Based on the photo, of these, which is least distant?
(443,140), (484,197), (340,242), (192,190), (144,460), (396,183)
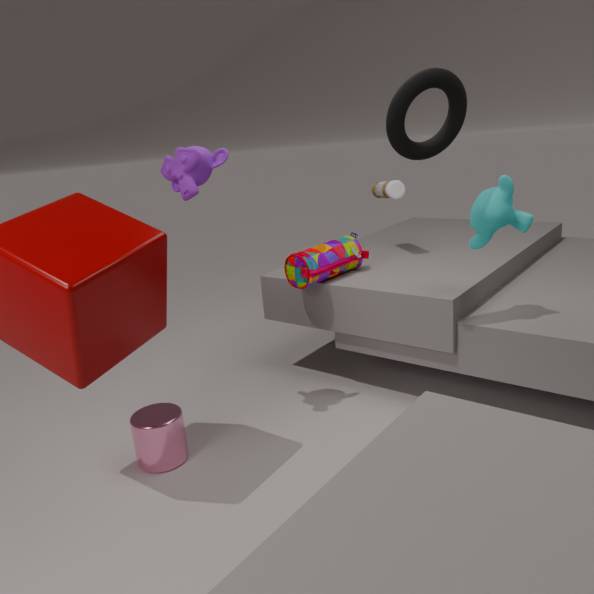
(443,140)
